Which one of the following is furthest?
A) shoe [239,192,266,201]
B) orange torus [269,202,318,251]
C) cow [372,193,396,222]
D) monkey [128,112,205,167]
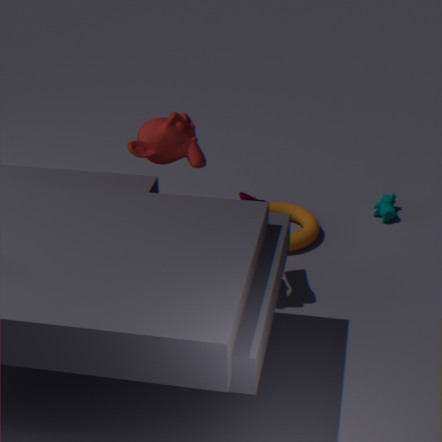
cow [372,193,396,222]
